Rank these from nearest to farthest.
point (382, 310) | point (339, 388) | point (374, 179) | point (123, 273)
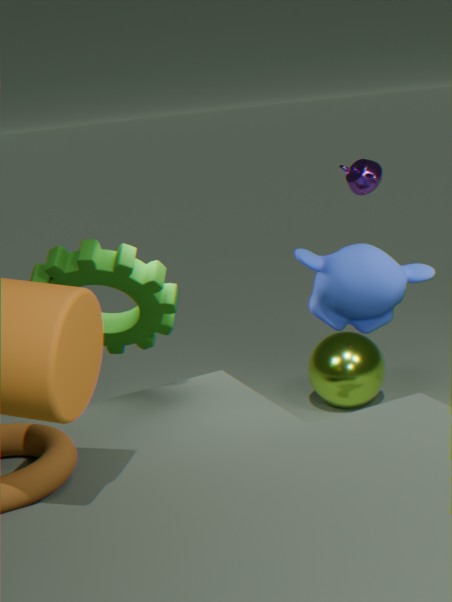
point (382, 310) < point (123, 273) < point (374, 179) < point (339, 388)
